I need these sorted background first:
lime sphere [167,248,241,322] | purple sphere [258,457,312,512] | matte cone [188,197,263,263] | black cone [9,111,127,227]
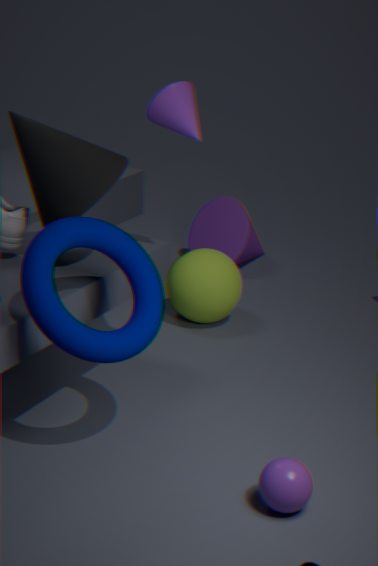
matte cone [188,197,263,263]
lime sphere [167,248,241,322]
black cone [9,111,127,227]
purple sphere [258,457,312,512]
